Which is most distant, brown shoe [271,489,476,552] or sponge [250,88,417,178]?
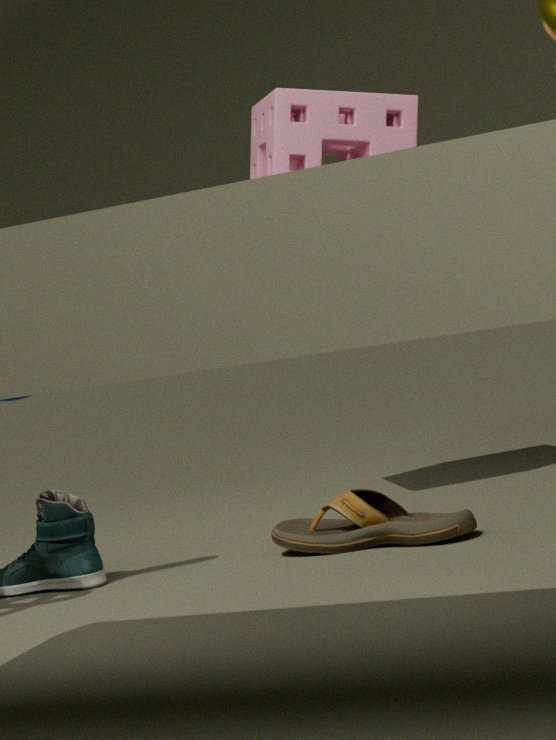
sponge [250,88,417,178]
